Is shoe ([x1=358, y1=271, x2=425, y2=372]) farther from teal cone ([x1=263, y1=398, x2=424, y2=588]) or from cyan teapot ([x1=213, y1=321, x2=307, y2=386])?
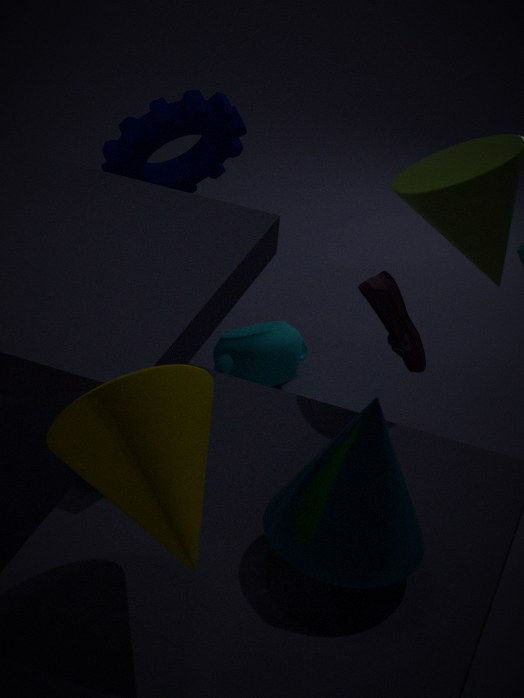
teal cone ([x1=263, y1=398, x2=424, y2=588])
